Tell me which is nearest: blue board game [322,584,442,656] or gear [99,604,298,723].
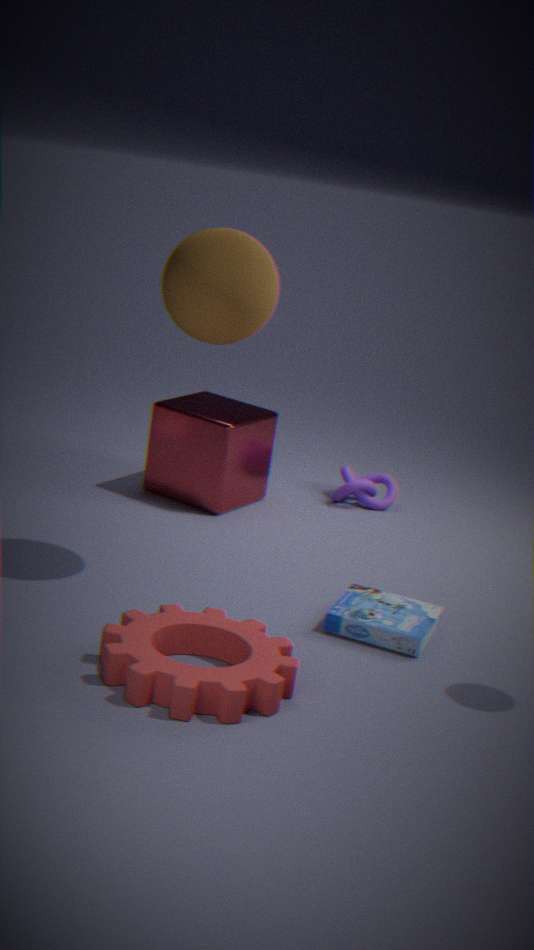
gear [99,604,298,723]
